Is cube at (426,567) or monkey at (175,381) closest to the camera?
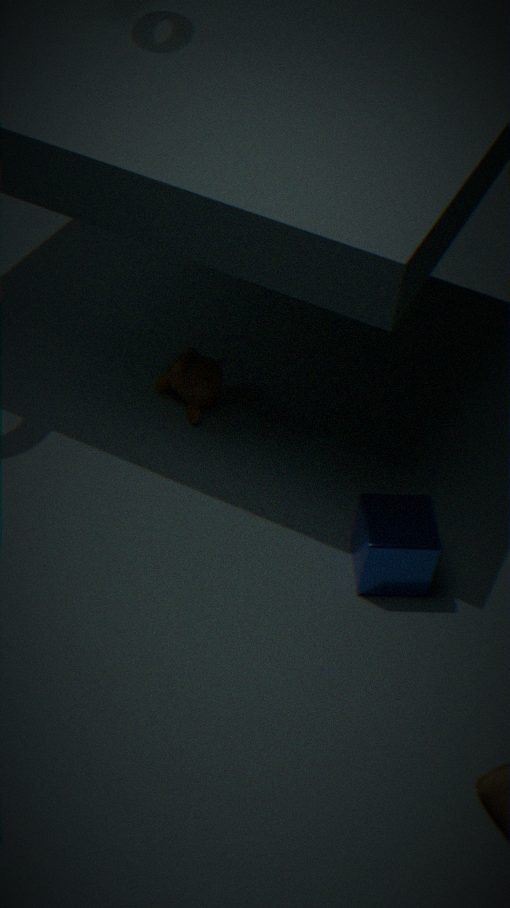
cube at (426,567)
